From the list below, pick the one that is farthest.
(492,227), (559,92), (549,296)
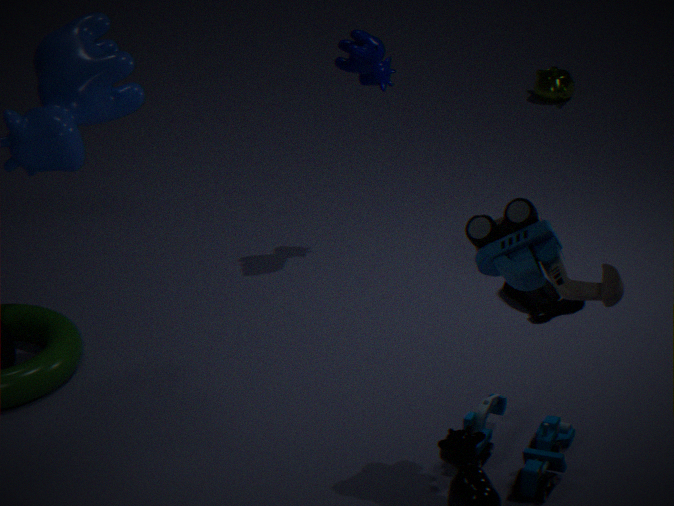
(559,92)
